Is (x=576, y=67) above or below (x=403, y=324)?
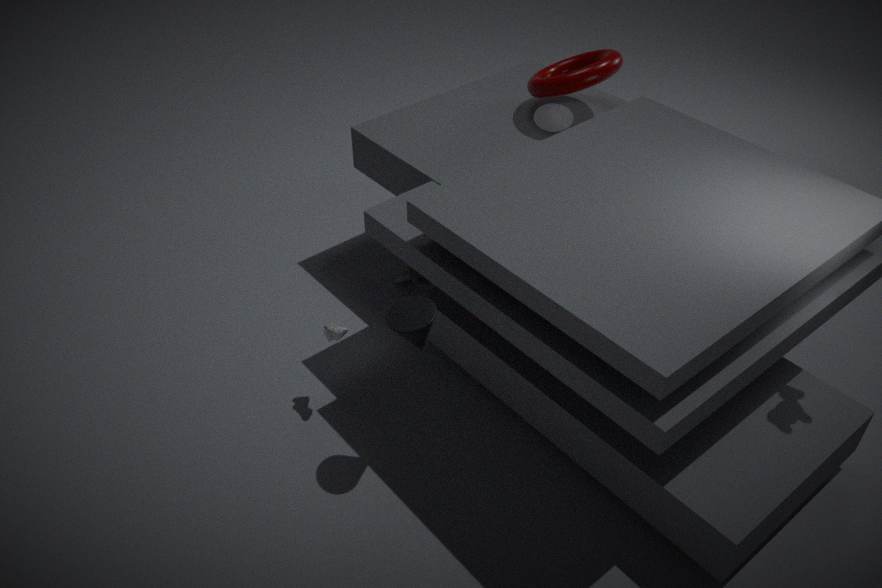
above
